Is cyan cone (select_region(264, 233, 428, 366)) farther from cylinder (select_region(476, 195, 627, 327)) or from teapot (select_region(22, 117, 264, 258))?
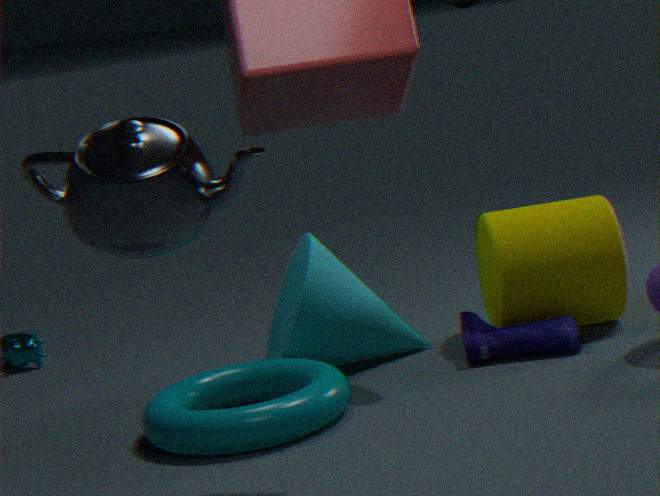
teapot (select_region(22, 117, 264, 258))
